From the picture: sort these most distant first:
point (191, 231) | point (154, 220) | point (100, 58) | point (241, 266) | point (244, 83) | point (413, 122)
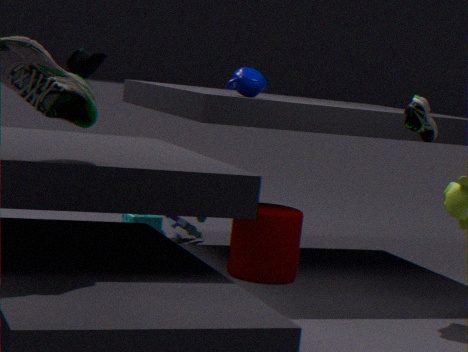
point (191, 231) < point (154, 220) < point (100, 58) < point (241, 266) < point (413, 122) < point (244, 83)
